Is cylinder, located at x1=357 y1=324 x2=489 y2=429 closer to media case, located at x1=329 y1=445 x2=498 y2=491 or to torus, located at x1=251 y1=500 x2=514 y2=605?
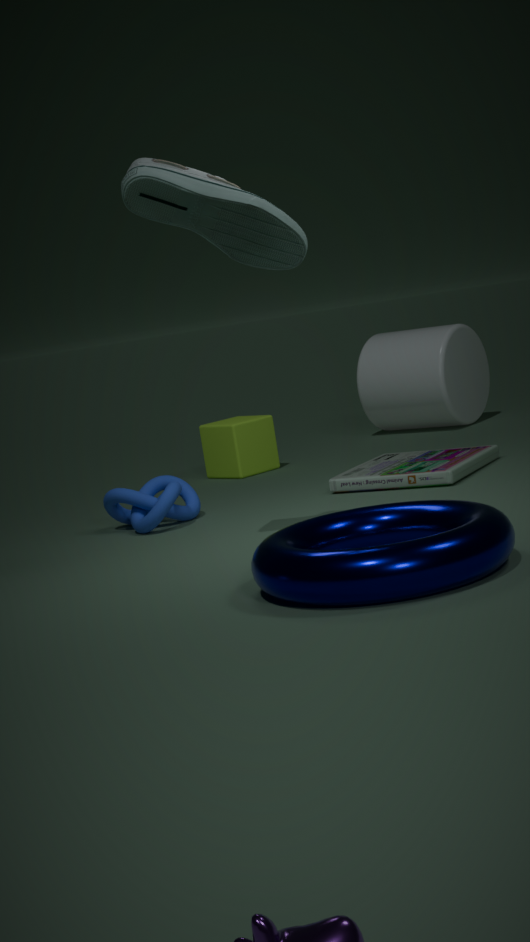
media case, located at x1=329 y1=445 x2=498 y2=491
